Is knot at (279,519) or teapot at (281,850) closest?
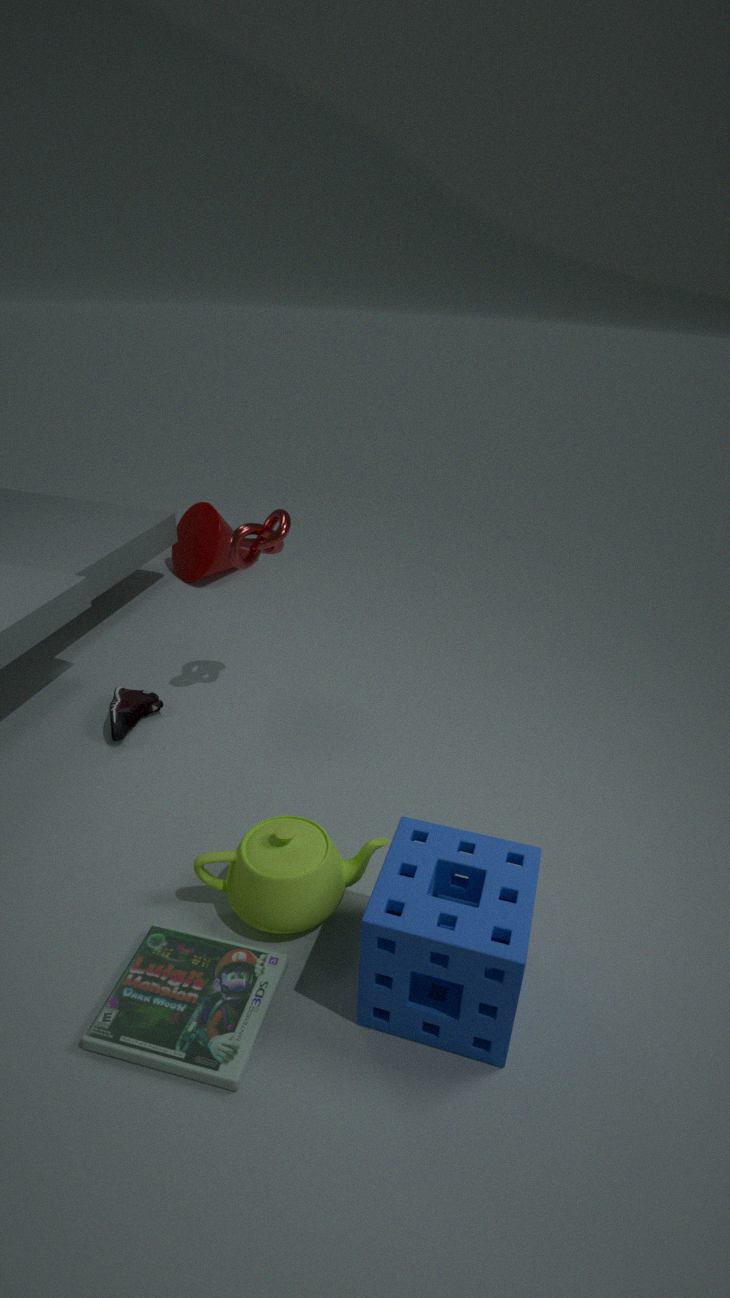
teapot at (281,850)
